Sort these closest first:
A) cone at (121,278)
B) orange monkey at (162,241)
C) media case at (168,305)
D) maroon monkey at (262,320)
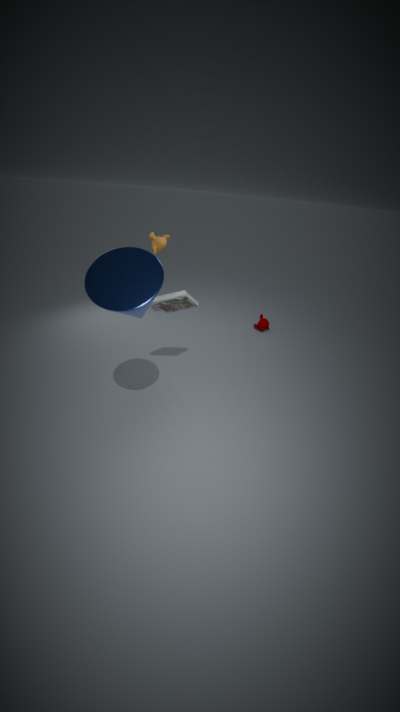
cone at (121,278) < media case at (168,305) < orange monkey at (162,241) < maroon monkey at (262,320)
